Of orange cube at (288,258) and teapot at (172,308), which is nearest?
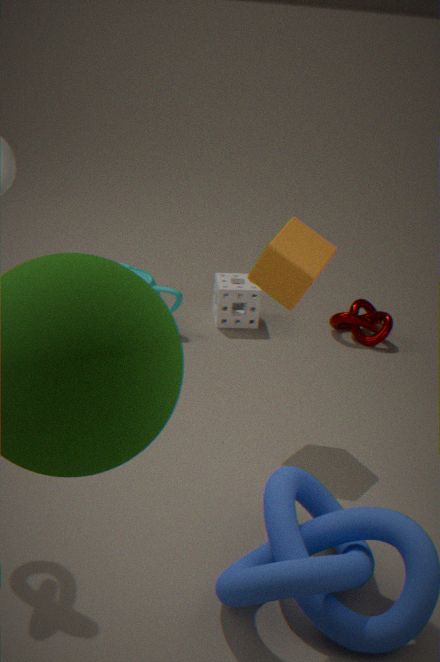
orange cube at (288,258)
